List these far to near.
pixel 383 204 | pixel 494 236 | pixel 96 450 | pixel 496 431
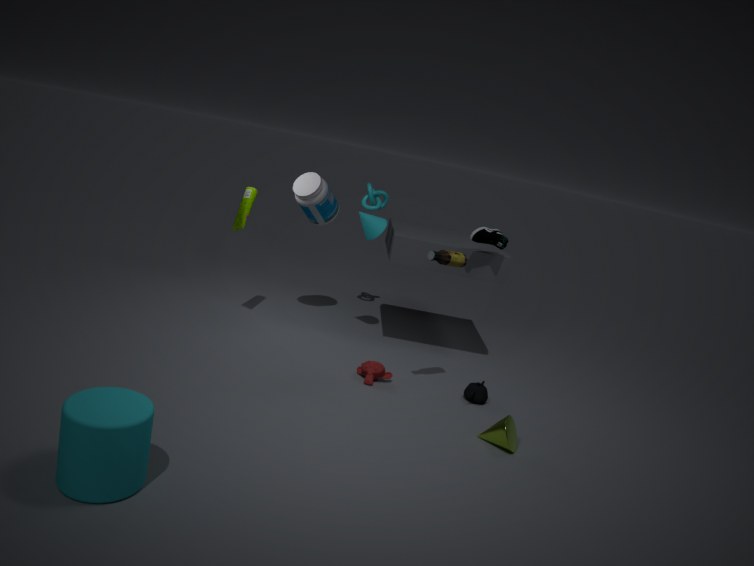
pixel 383 204
pixel 494 236
pixel 496 431
pixel 96 450
